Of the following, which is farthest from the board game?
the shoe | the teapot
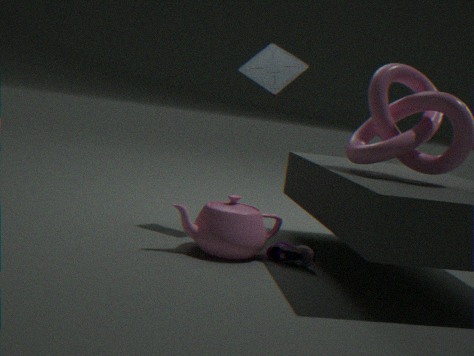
the shoe
